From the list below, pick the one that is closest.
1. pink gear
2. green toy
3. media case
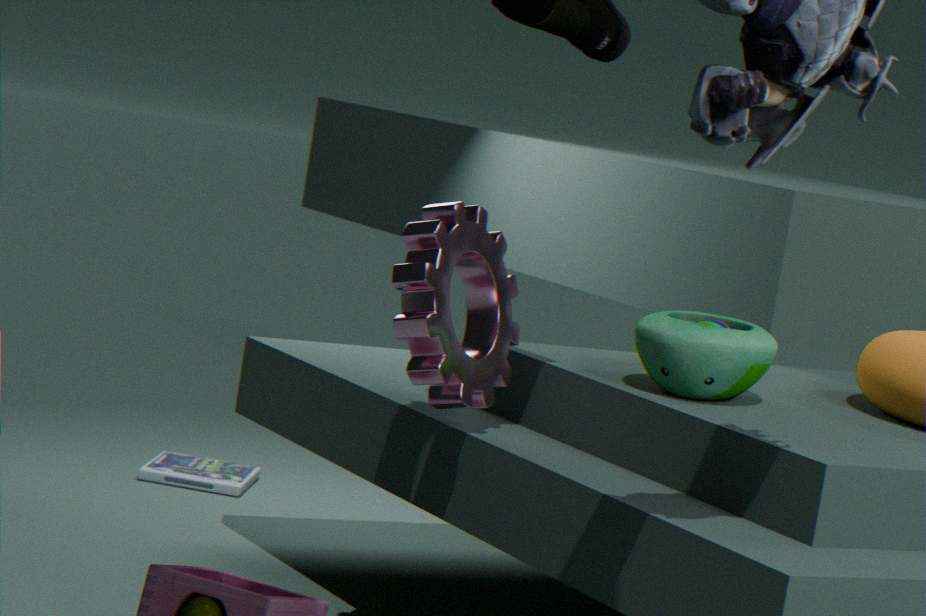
pink gear
